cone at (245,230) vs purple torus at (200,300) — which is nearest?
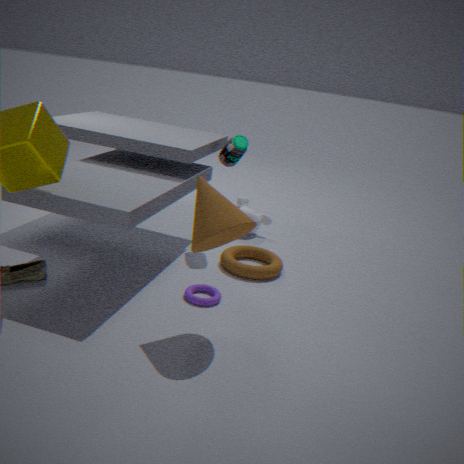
cone at (245,230)
